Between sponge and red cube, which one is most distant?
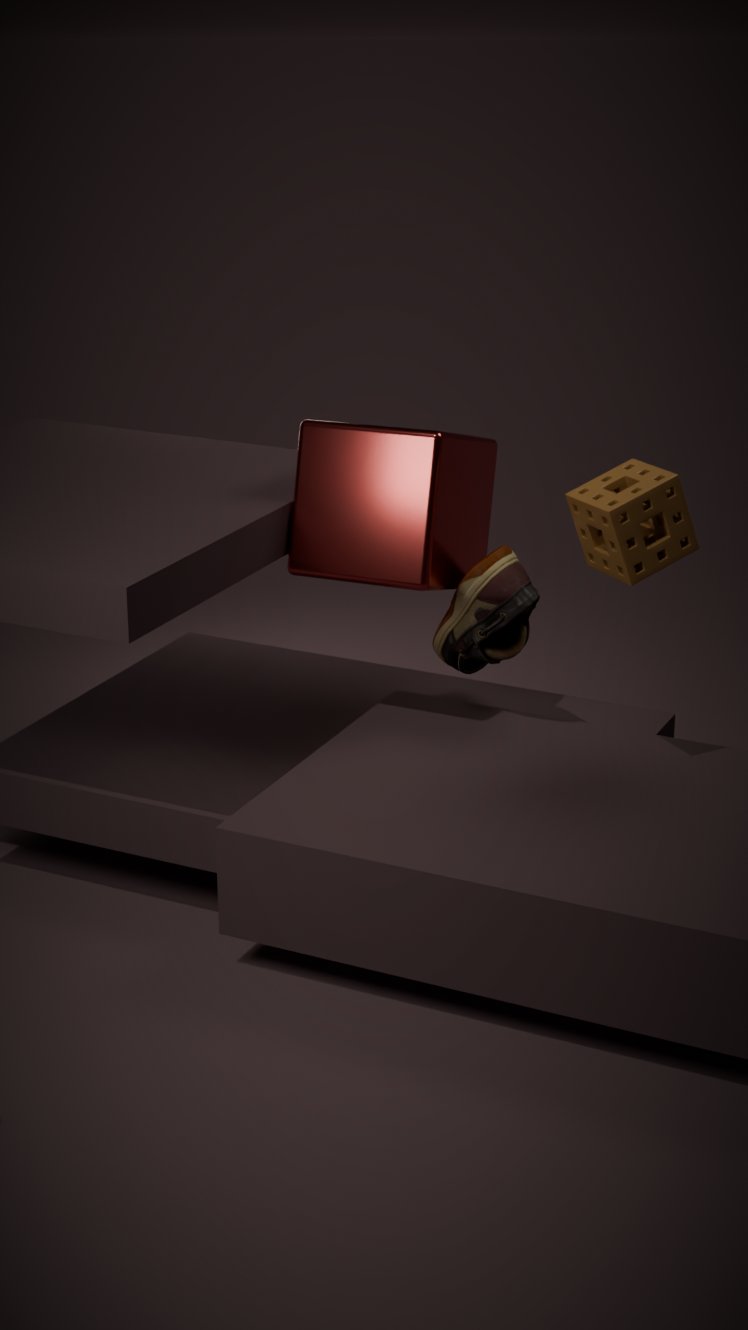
red cube
